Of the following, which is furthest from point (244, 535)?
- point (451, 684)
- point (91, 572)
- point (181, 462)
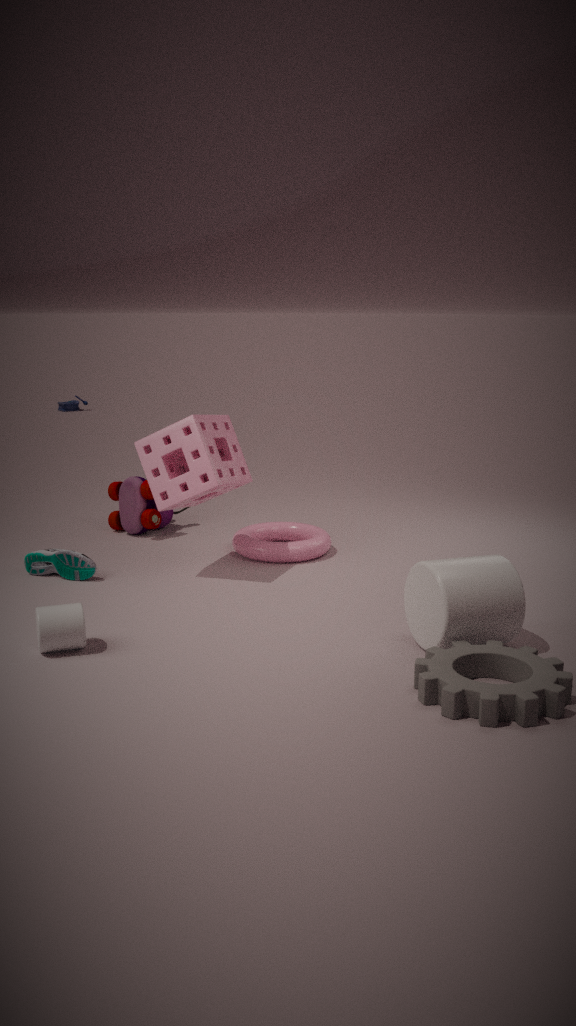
point (451, 684)
